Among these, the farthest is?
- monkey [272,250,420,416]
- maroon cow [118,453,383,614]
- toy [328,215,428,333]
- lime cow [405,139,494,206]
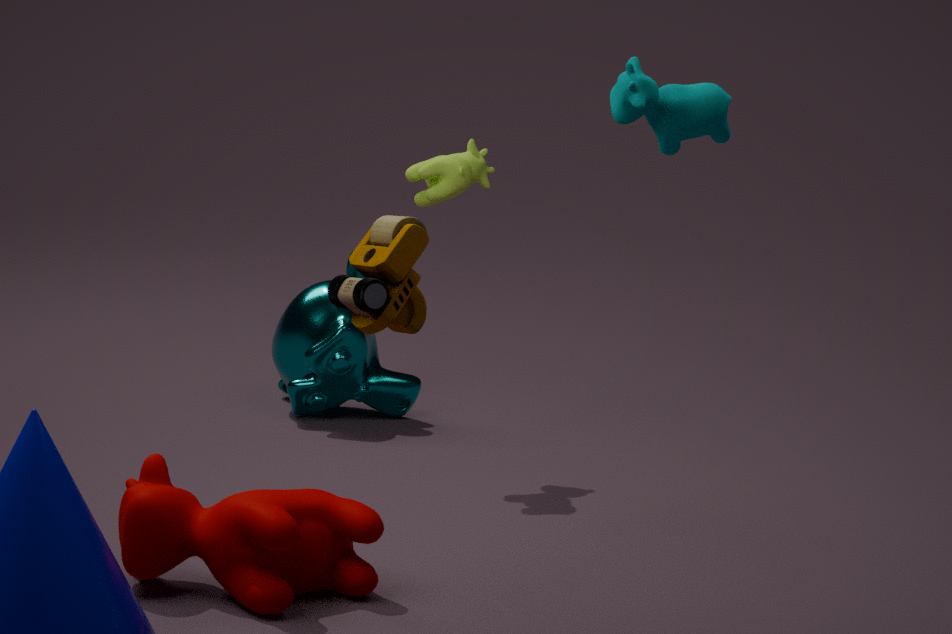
monkey [272,250,420,416]
